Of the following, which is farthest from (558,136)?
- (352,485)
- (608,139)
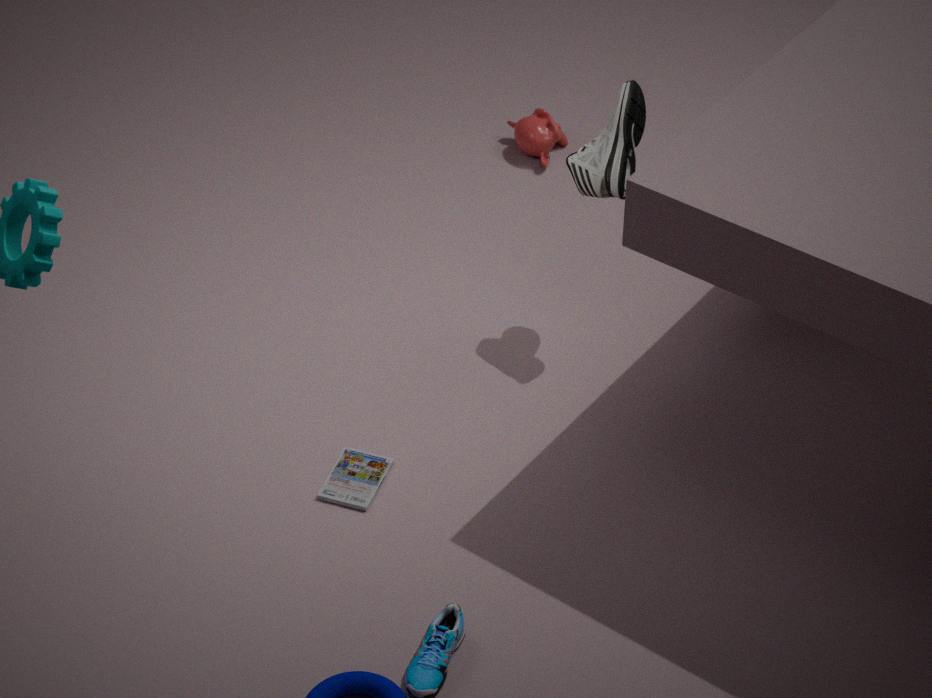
(352,485)
